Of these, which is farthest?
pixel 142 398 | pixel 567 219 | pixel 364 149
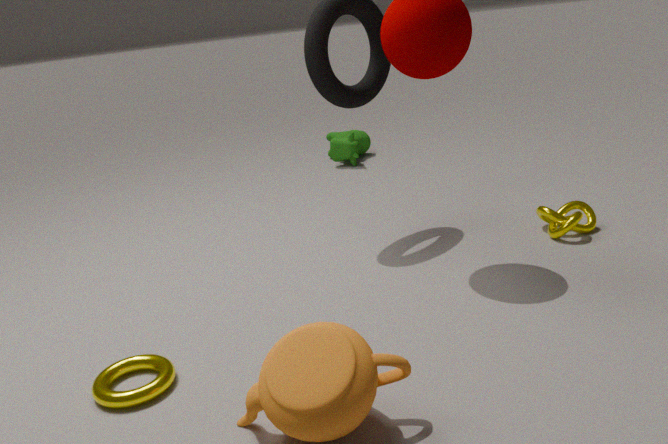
pixel 364 149
